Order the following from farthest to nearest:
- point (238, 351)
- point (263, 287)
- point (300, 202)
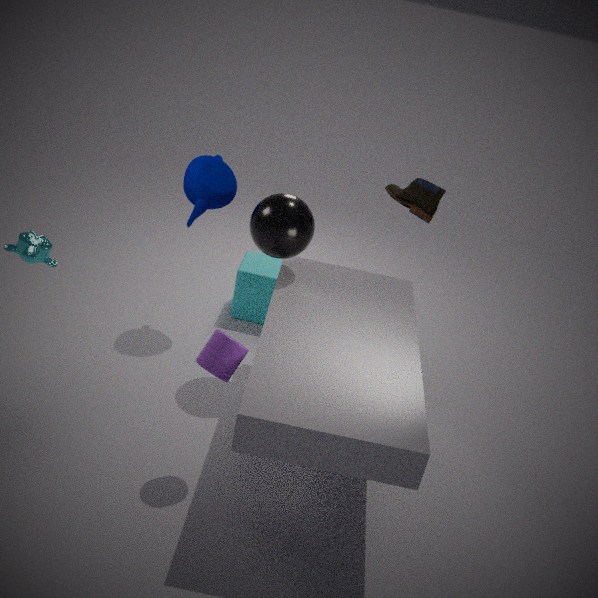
point (263, 287)
point (300, 202)
point (238, 351)
